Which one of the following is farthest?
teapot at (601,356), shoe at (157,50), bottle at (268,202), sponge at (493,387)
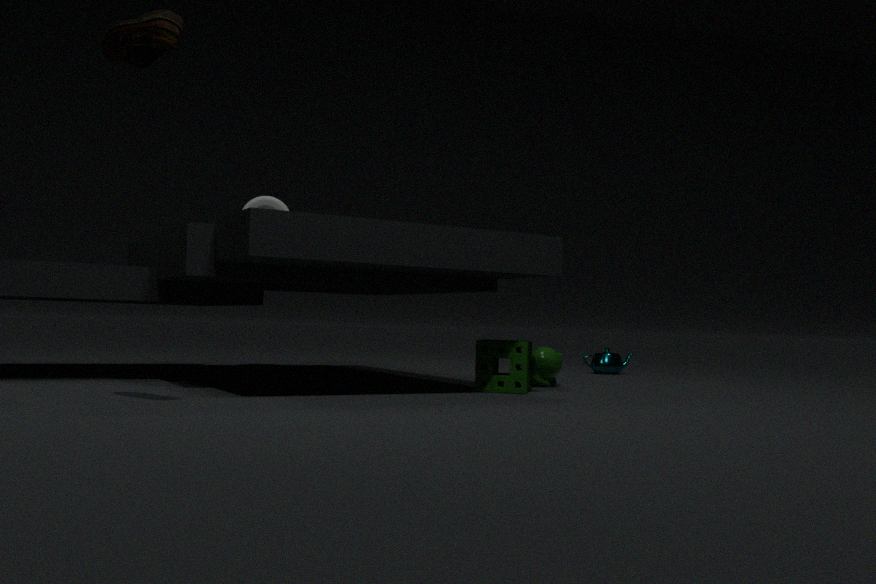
teapot at (601,356)
